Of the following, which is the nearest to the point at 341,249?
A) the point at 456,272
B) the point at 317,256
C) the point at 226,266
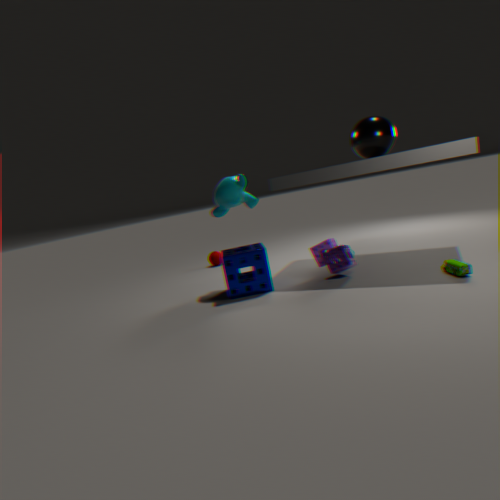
the point at 317,256
